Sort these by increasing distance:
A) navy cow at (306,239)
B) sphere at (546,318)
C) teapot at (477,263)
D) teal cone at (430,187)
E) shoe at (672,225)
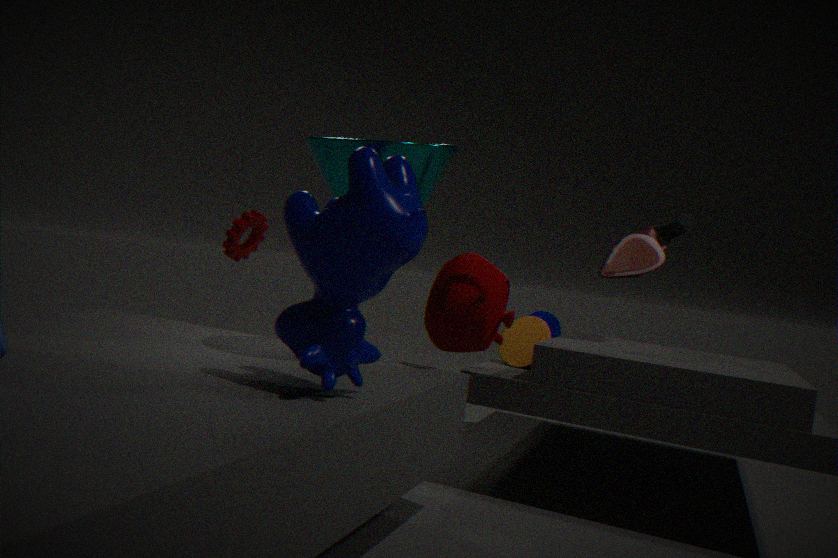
→ navy cow at (306,239) < teal cone at (430,187) < teapot at (477,263) < shoe at (672,225) < sphere at (546,318)
